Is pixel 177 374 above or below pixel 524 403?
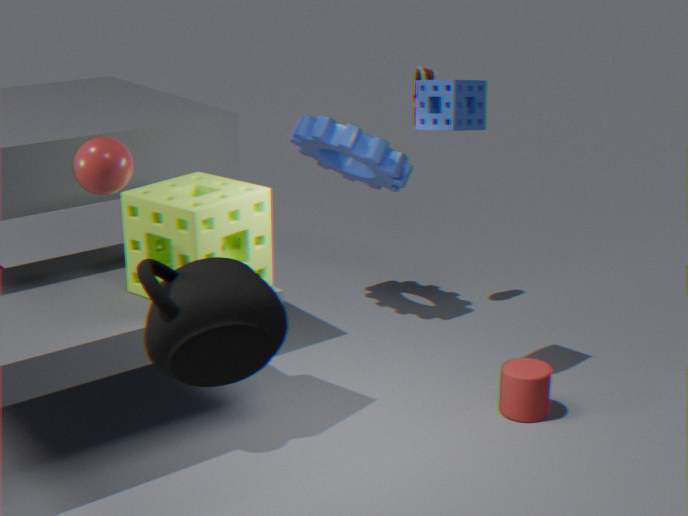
above
